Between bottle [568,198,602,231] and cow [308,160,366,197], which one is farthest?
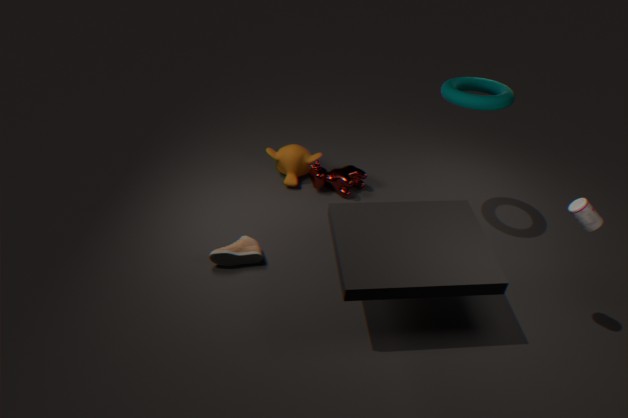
cow [308,160,366,197]
